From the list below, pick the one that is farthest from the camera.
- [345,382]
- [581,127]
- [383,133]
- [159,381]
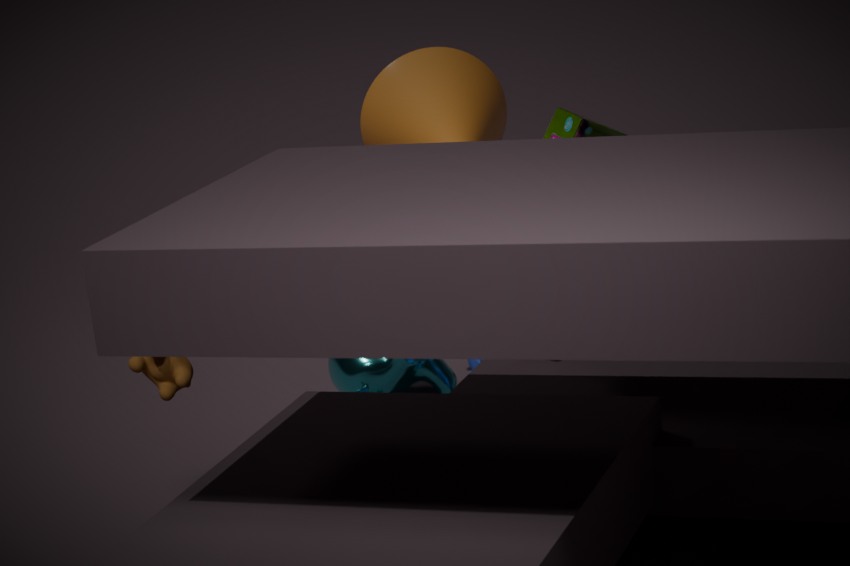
[345,382]
